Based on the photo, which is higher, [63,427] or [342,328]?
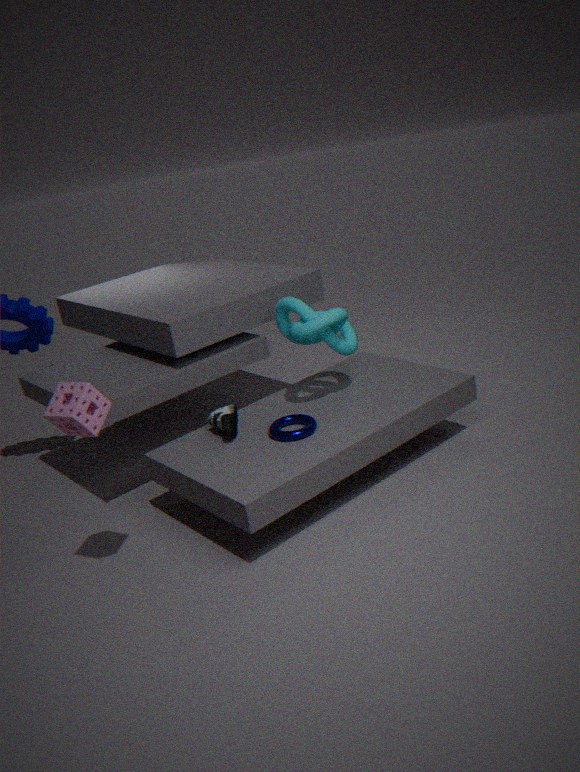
[63,427]
